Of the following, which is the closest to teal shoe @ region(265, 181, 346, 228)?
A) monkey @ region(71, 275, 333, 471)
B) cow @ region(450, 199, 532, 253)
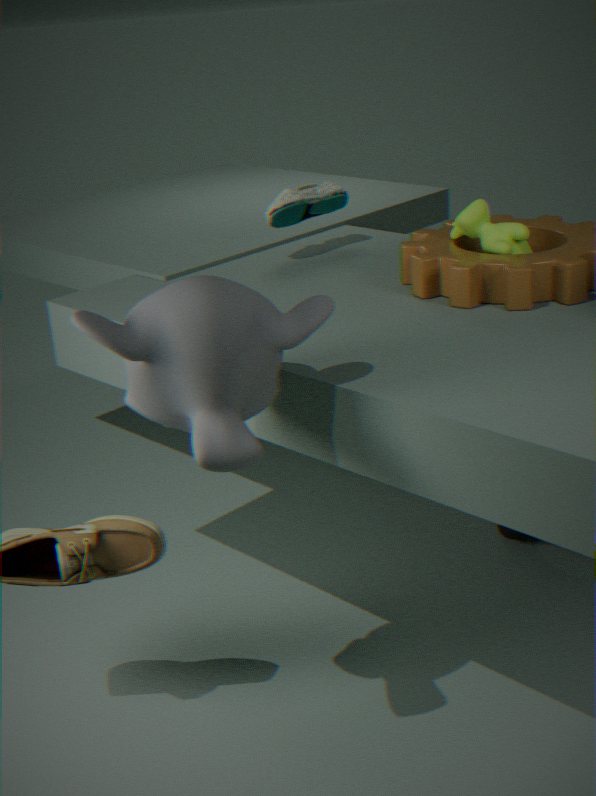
cow @ region(450, 199, 532, 253)
